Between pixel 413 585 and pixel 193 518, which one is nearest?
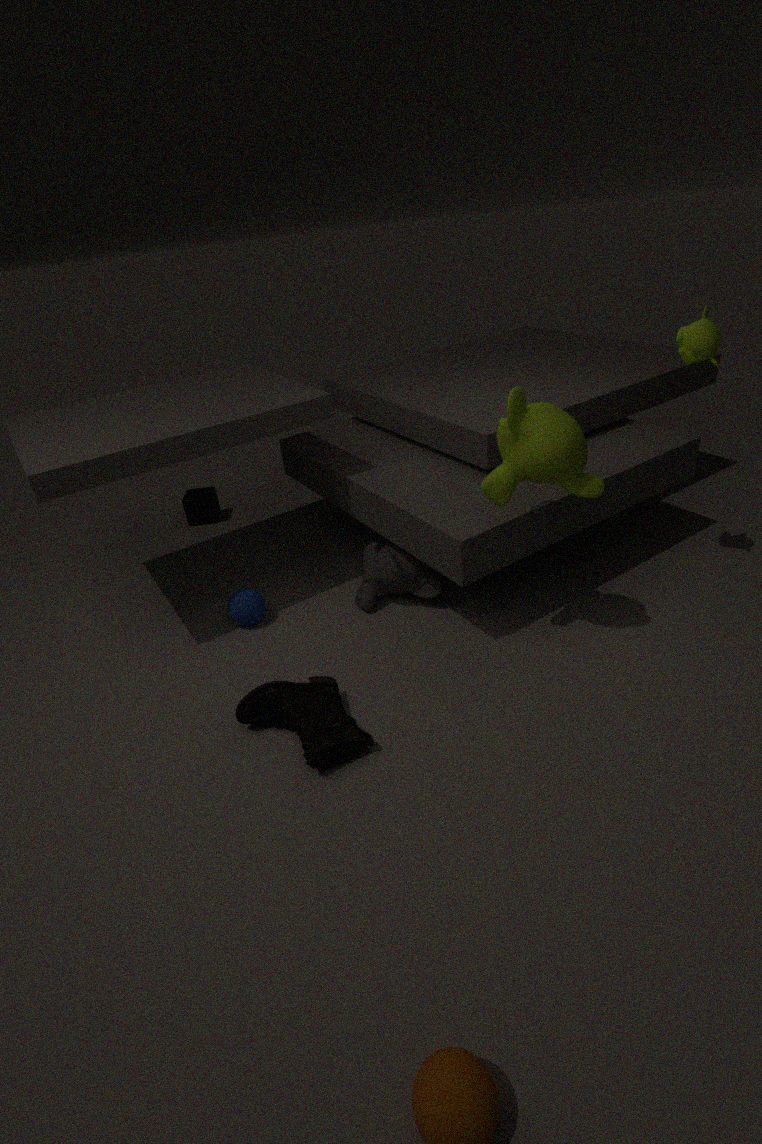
pixel 413 585
